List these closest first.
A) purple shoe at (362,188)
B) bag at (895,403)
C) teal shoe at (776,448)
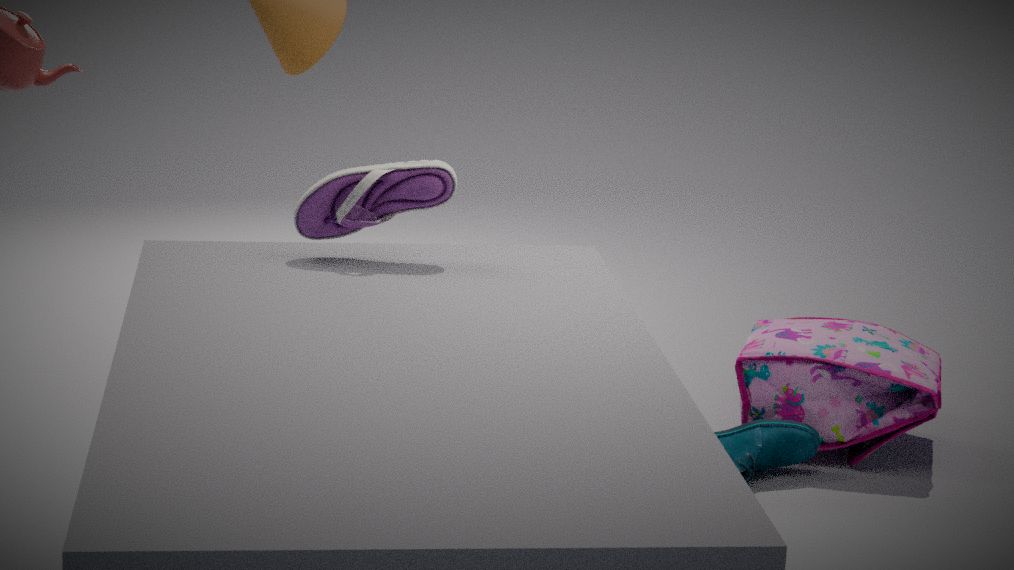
purple shoe at (362,188), teal shoe at (776,448), bag at (895,403)
